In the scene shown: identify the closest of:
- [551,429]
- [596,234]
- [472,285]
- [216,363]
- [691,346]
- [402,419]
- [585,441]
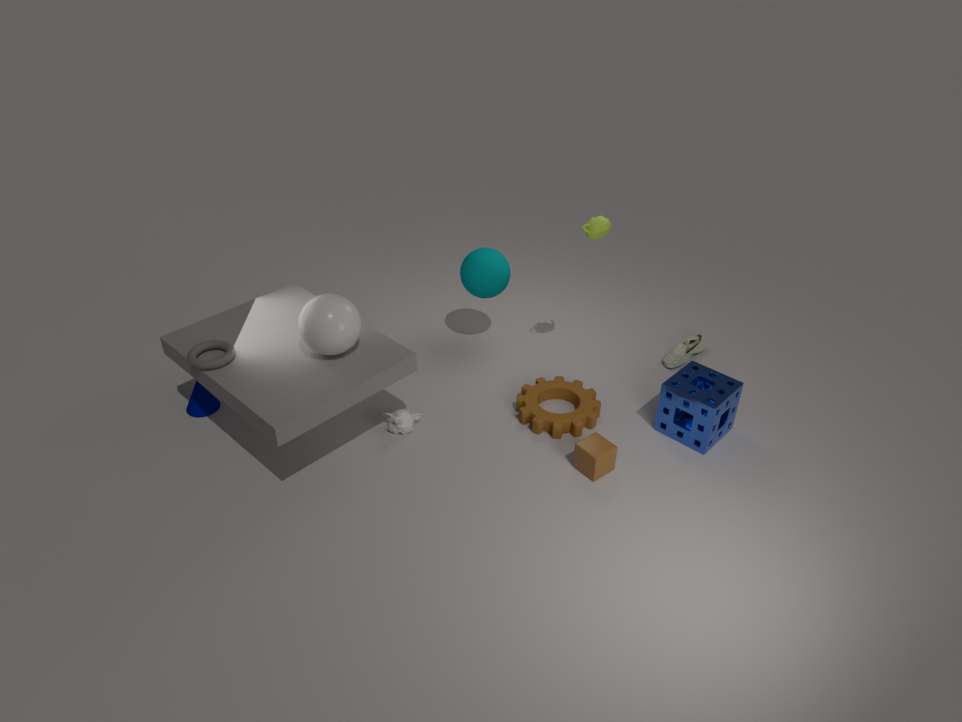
[216,363]
